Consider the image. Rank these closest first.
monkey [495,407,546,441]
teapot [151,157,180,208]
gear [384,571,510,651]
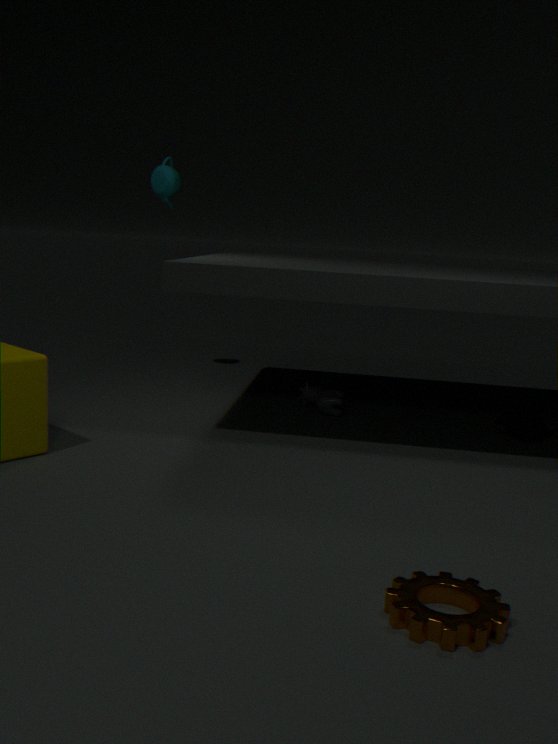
gear [384,571,510,651], monkey [495,407,546,441], teapot [151,157,180,208]
